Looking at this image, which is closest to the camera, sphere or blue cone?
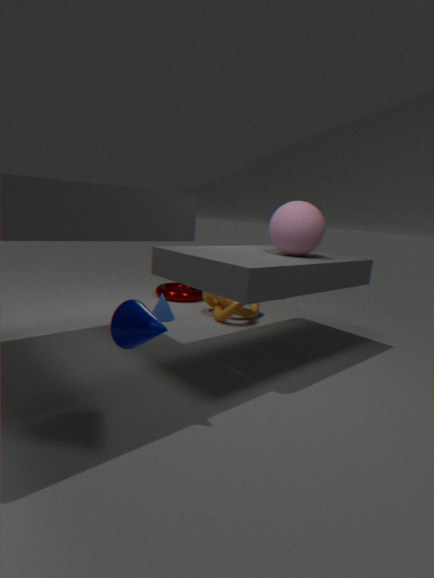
sphere
